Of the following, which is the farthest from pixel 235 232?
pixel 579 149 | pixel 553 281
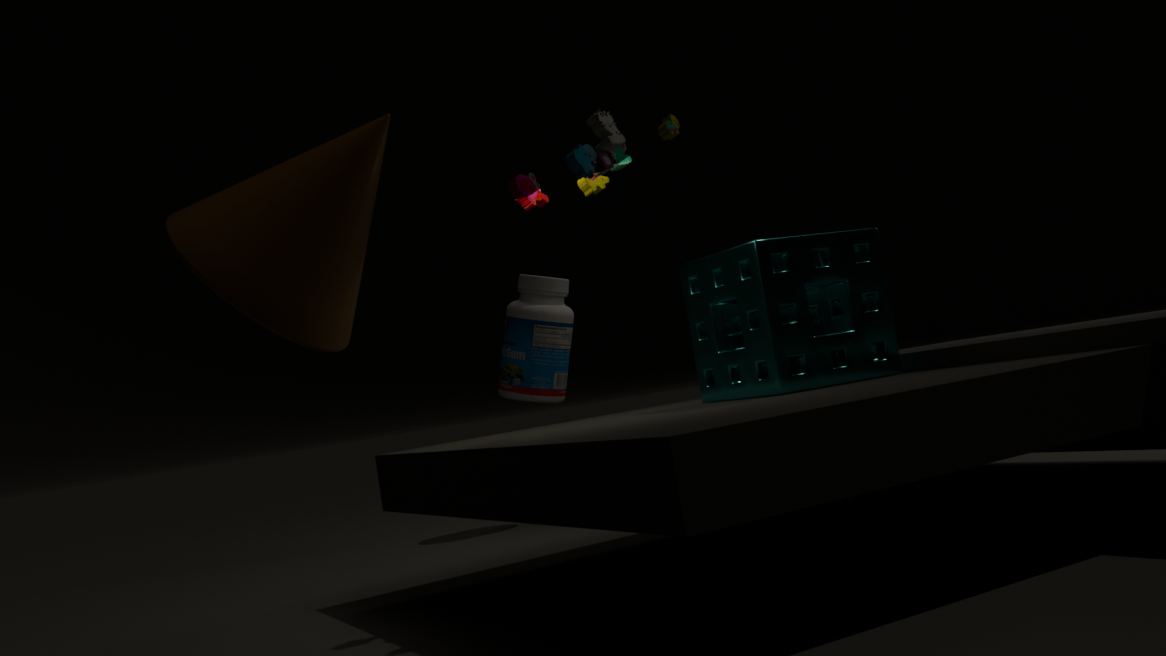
pixel 553 281
